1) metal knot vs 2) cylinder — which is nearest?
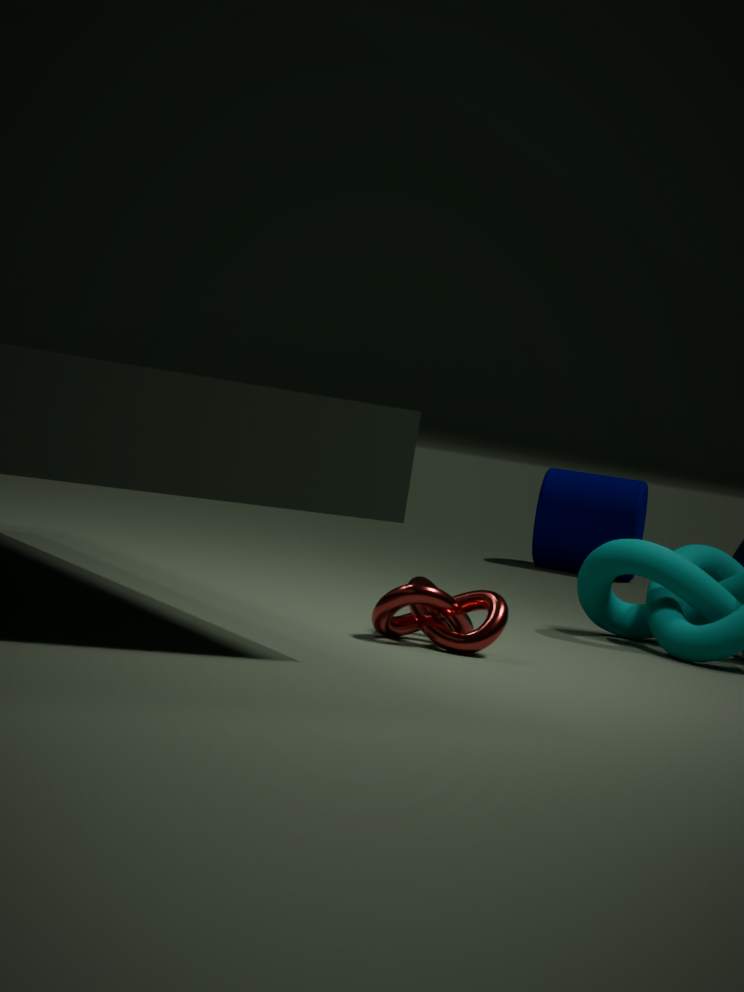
1. metal knot
